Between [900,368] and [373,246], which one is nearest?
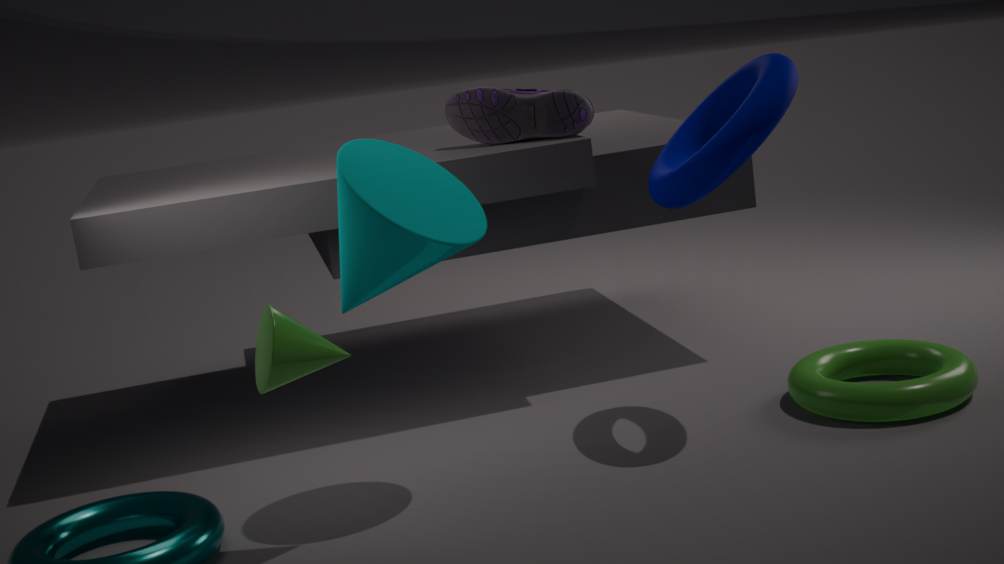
[373,246]
